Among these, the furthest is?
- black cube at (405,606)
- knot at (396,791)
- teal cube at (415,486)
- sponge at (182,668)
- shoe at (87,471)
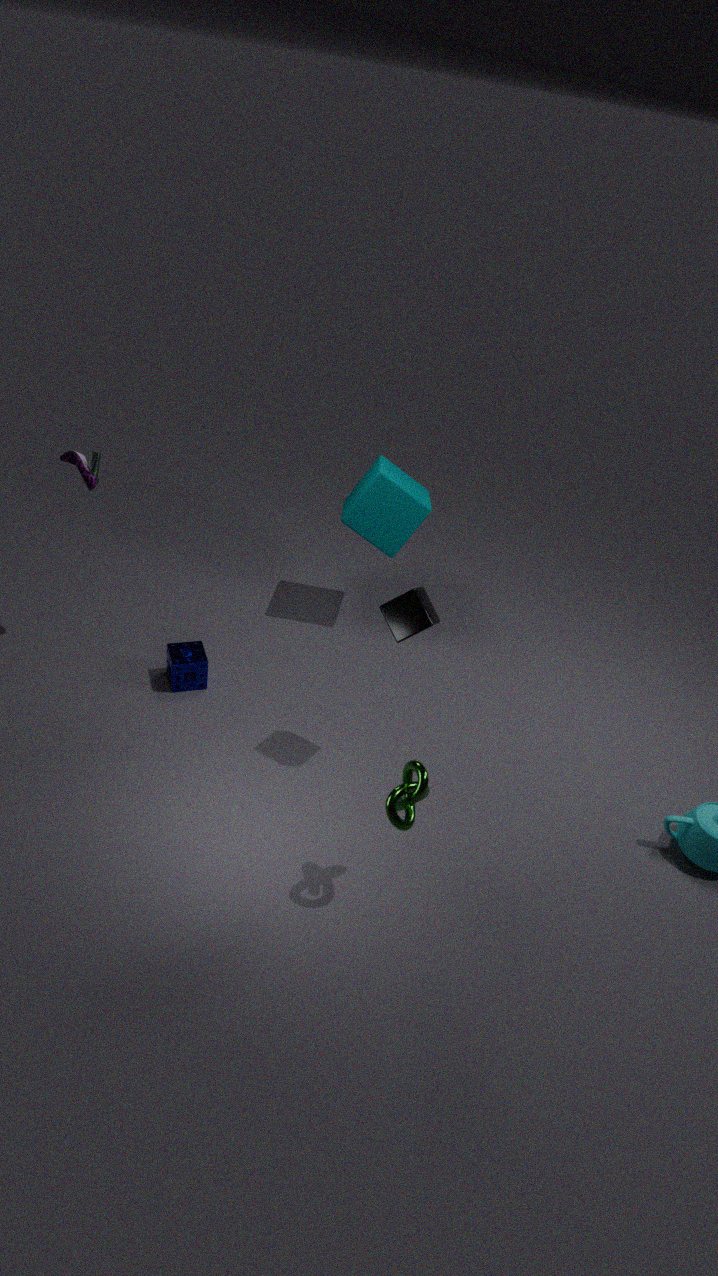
teal cube at (415,486)
